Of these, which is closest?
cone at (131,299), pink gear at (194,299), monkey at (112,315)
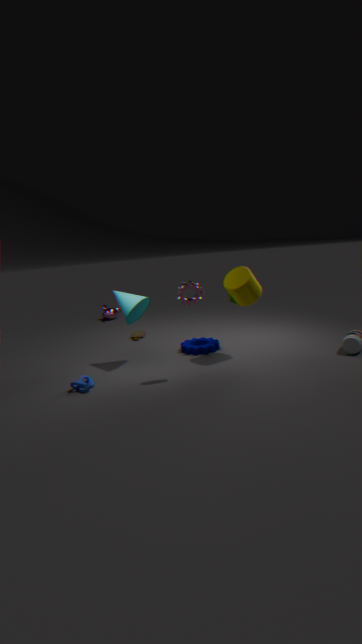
pink gear at (194,299)
